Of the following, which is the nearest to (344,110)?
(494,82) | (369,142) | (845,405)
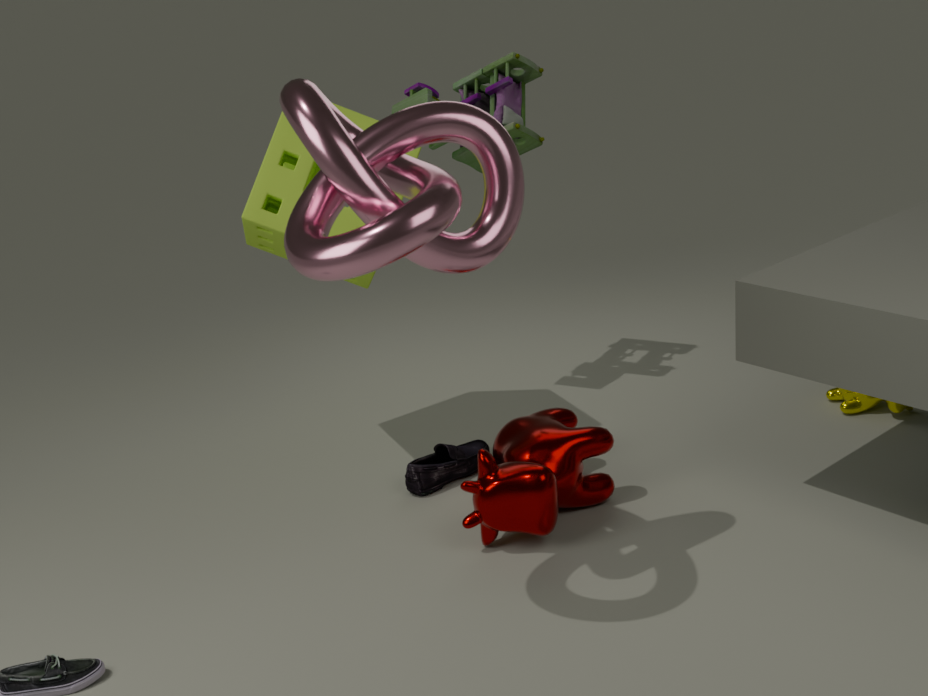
(494,82)
